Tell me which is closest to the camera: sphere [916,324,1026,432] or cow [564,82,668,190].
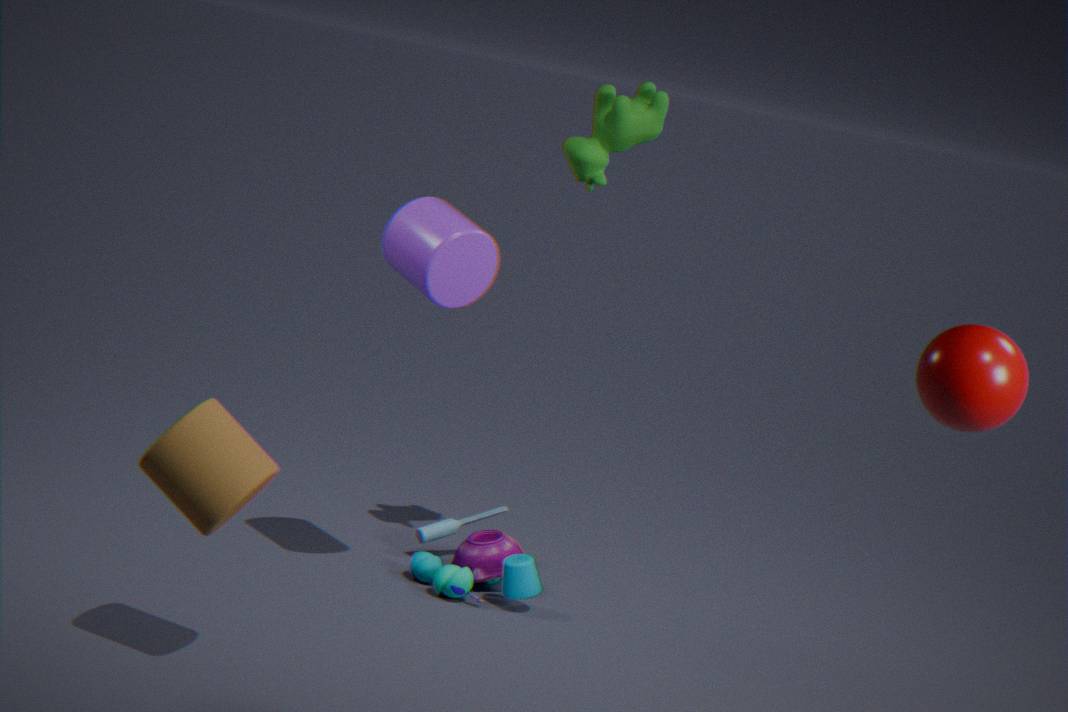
sphere [916,324,1026,432]
